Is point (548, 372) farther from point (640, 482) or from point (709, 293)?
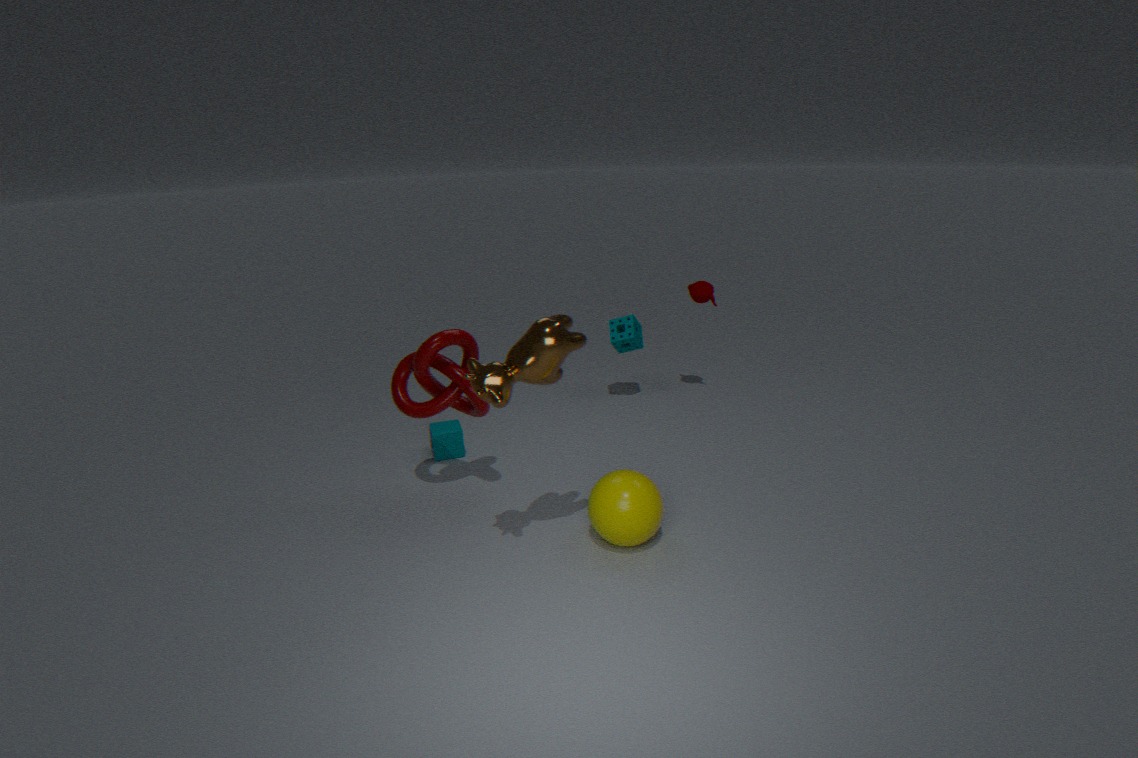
point (709, 293)
